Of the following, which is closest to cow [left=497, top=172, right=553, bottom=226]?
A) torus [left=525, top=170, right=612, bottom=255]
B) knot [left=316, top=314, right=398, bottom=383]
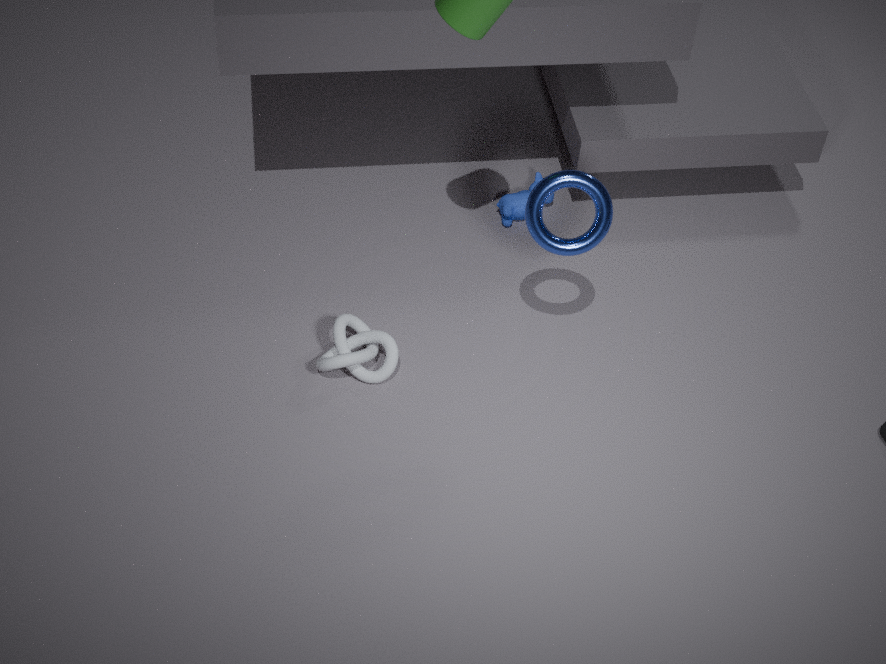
torus [left=525, top=170, right=612, bottom=255]
